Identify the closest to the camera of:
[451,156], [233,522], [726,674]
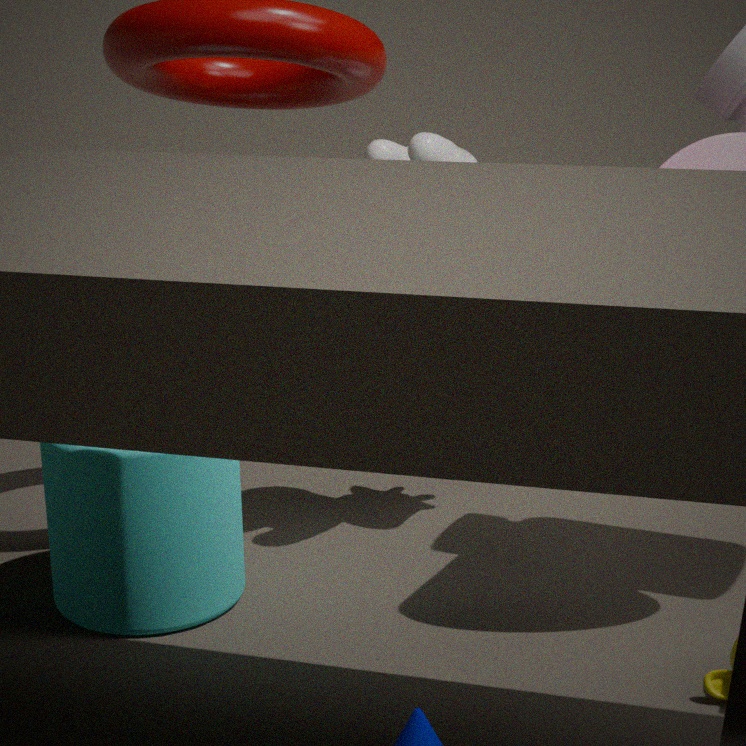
[726,674]
